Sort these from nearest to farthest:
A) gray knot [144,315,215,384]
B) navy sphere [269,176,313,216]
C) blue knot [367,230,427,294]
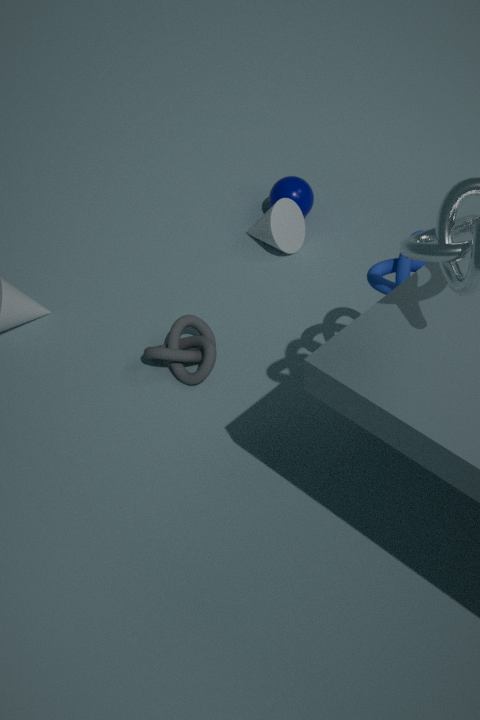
blue knot [367,230,427,294] → gray knot [144,315,215,384] → navy sphere [269,176,313,216]
